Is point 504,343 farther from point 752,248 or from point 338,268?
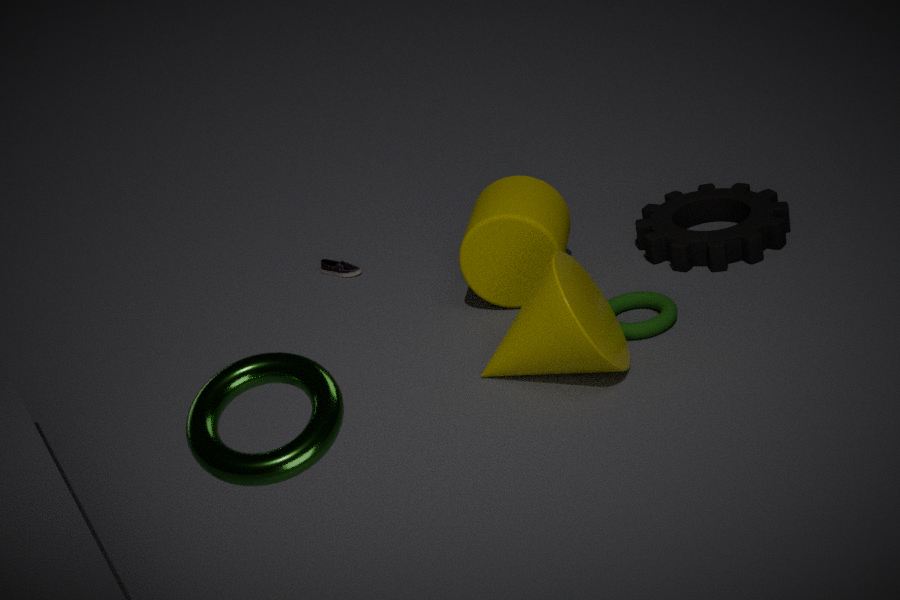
point 338,268
